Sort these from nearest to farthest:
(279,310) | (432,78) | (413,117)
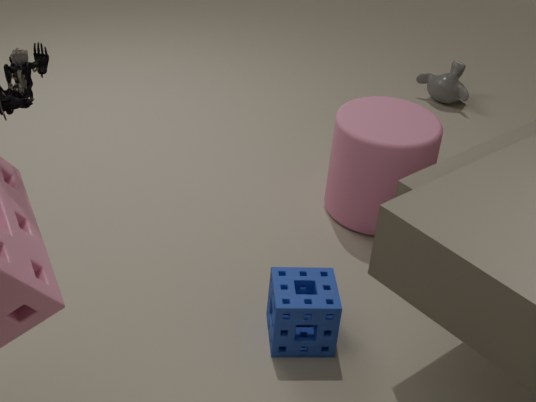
1. (279,310)
2. (413,117)
3. (432,78)
